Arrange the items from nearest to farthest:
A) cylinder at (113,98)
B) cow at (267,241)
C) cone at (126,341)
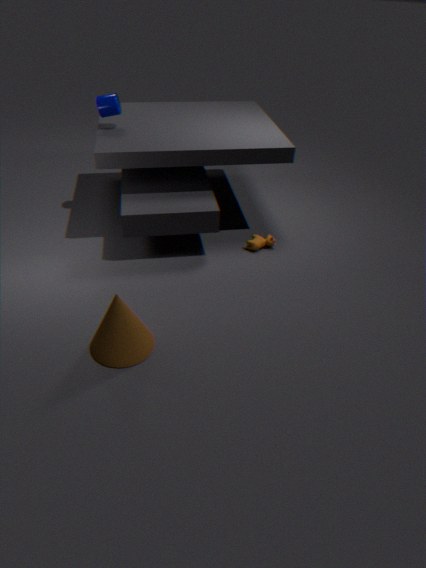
1. cone at (126,341)
2. cylinder at (113,98)
3. cow at (267,241)
